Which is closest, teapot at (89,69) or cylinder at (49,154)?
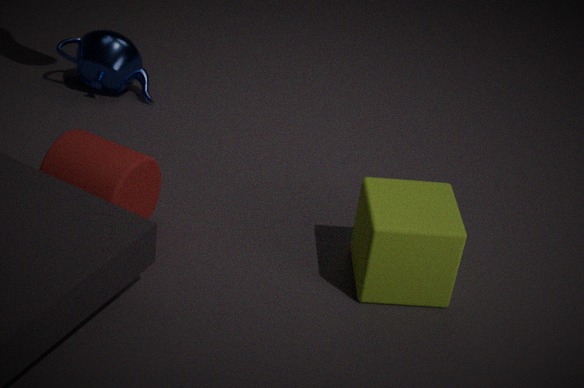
cylinder at (49,154)
